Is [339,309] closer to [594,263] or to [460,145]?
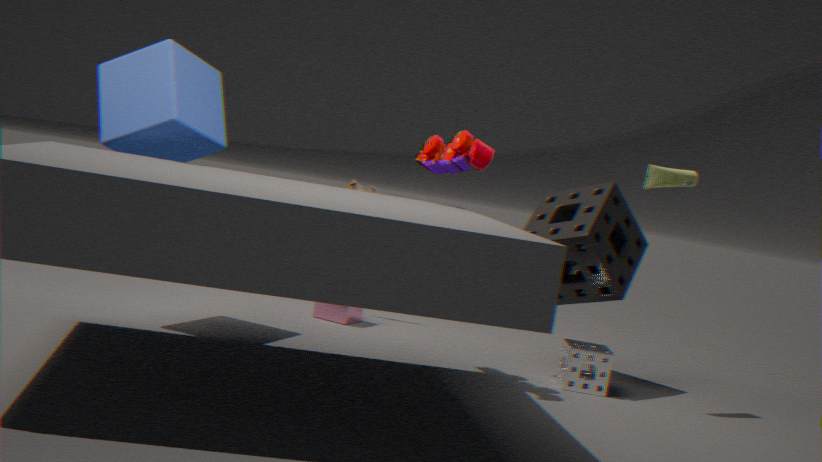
[460,145]
